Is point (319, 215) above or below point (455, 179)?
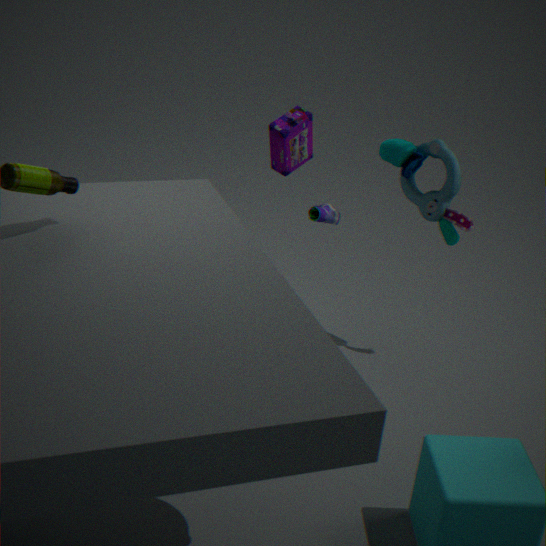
below
